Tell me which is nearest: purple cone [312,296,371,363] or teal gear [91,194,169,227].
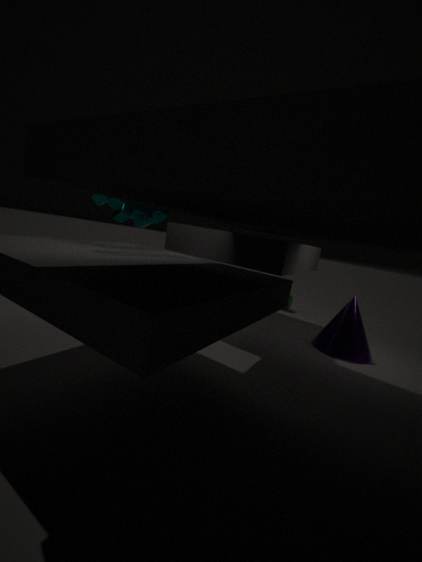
teal gear [91,194,169,227]
